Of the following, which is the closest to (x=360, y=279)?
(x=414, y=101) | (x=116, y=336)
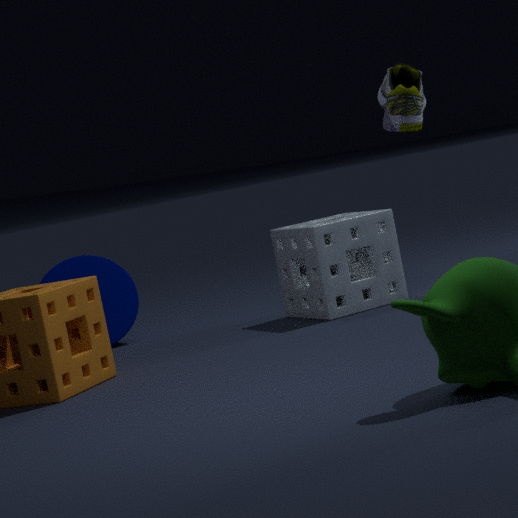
(x=414, y=101)
